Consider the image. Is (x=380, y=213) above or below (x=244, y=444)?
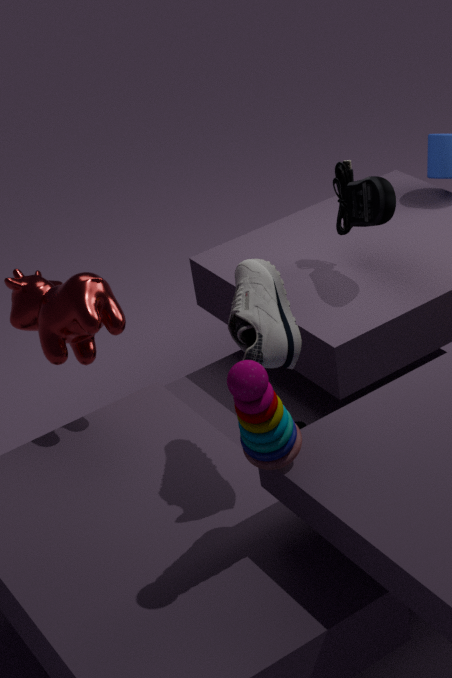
above
